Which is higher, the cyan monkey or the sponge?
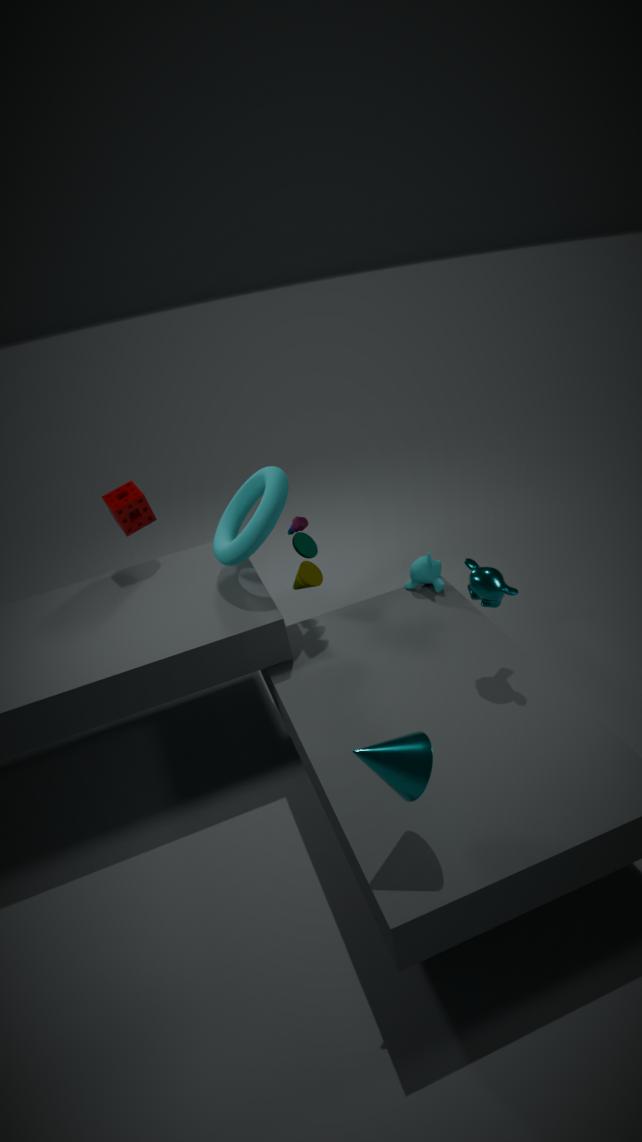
the sponge
